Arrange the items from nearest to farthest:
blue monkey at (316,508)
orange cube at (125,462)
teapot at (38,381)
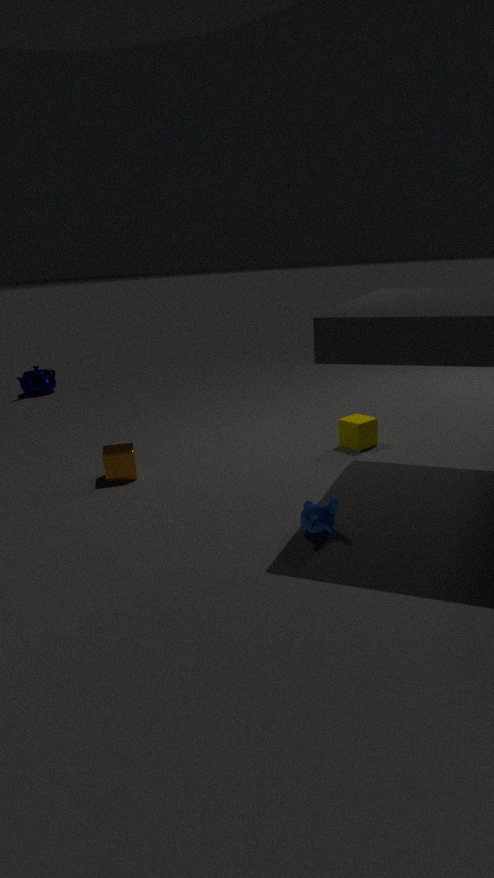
1. blue monkey at (316,508)
2. orange cube at (125,462)
3. teapot at (38,381)
